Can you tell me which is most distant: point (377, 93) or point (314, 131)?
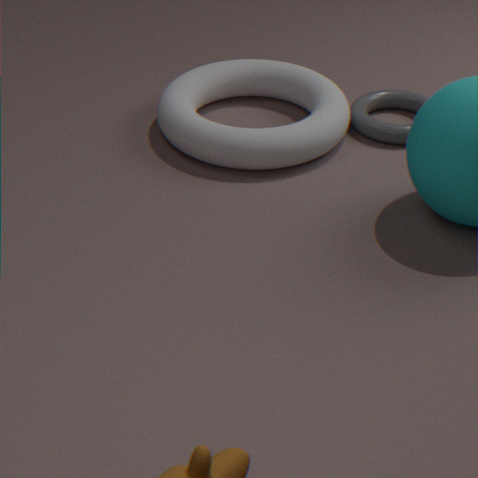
point (377, 93)
